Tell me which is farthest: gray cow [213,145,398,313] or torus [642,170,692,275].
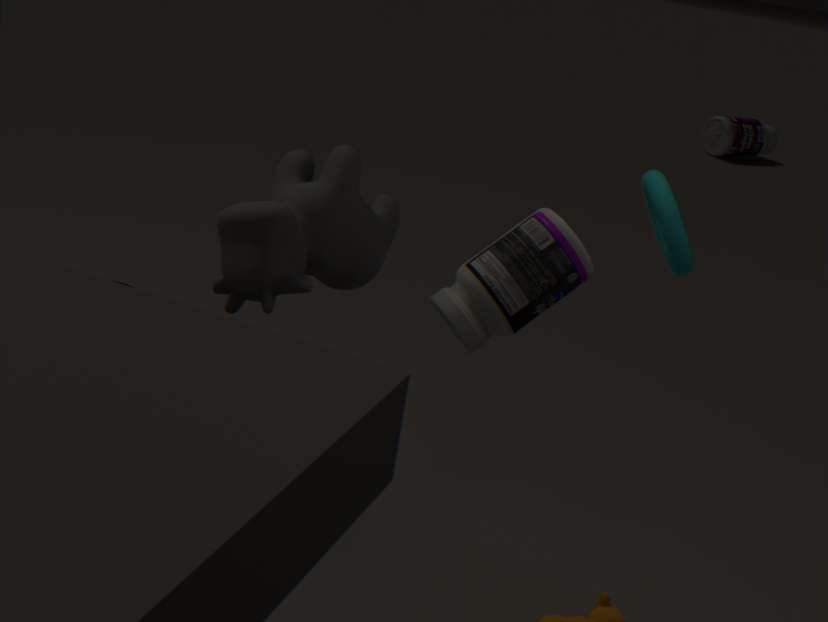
torus [642,170,692,275]
